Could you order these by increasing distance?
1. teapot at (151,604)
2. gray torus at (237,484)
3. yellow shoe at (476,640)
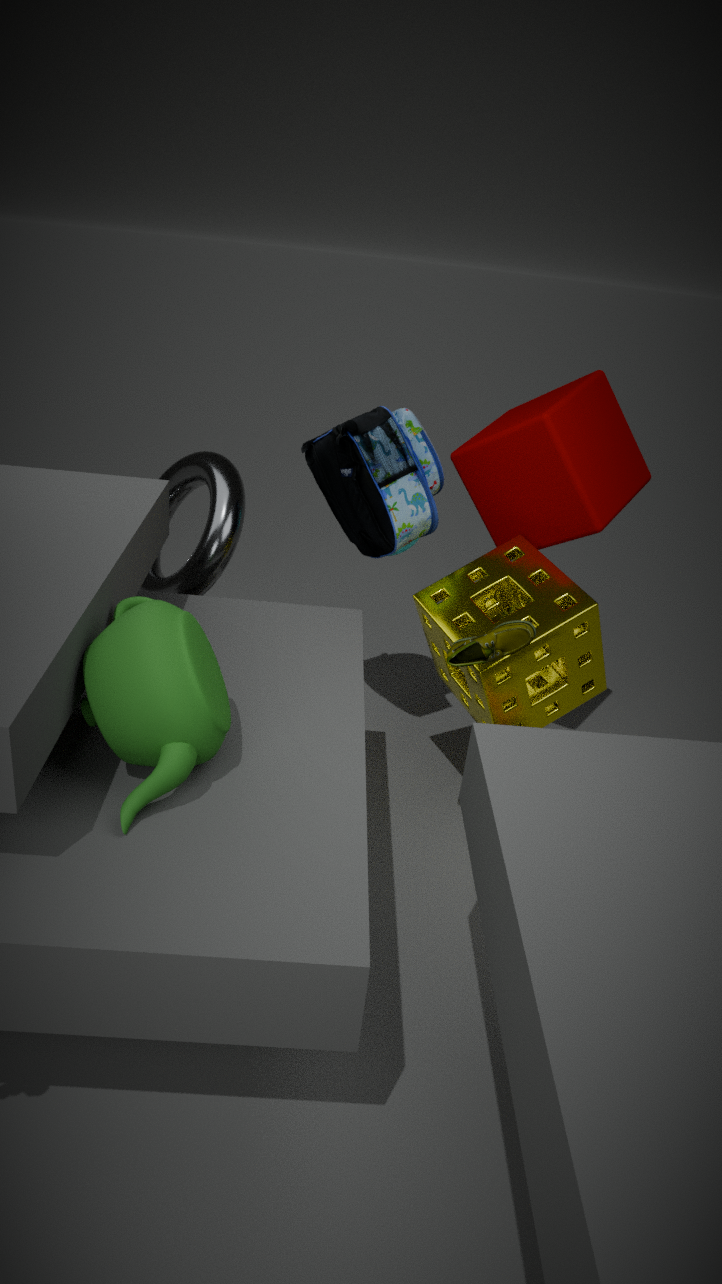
1. teapot at (151,604)
2. yellow shoe at (476,640)
3. gray torus at (237,484)
